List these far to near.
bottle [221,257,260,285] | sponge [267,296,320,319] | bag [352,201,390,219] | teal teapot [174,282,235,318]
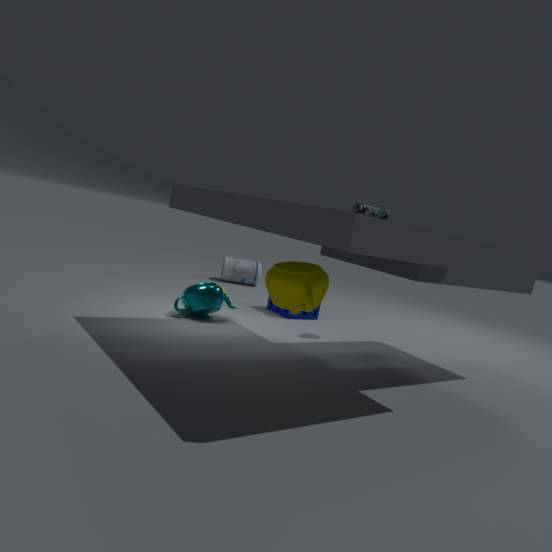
1. bottle [221,257,260,285]
2. sponge [267,296,320,319]
3. teal teapot [174,282,235,318]
4. bag [352,201,390,219]
